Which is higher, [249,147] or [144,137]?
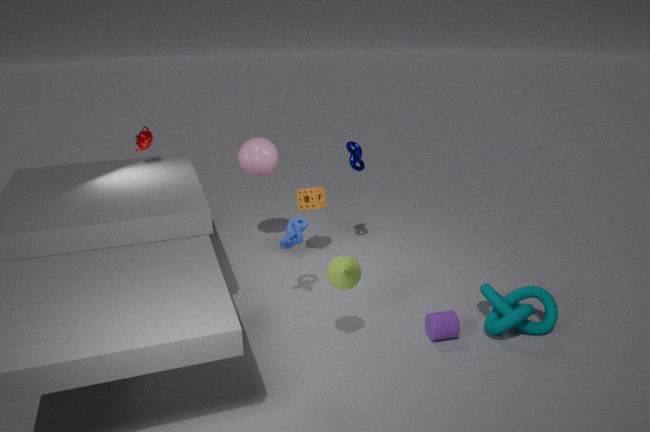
[144,137]
